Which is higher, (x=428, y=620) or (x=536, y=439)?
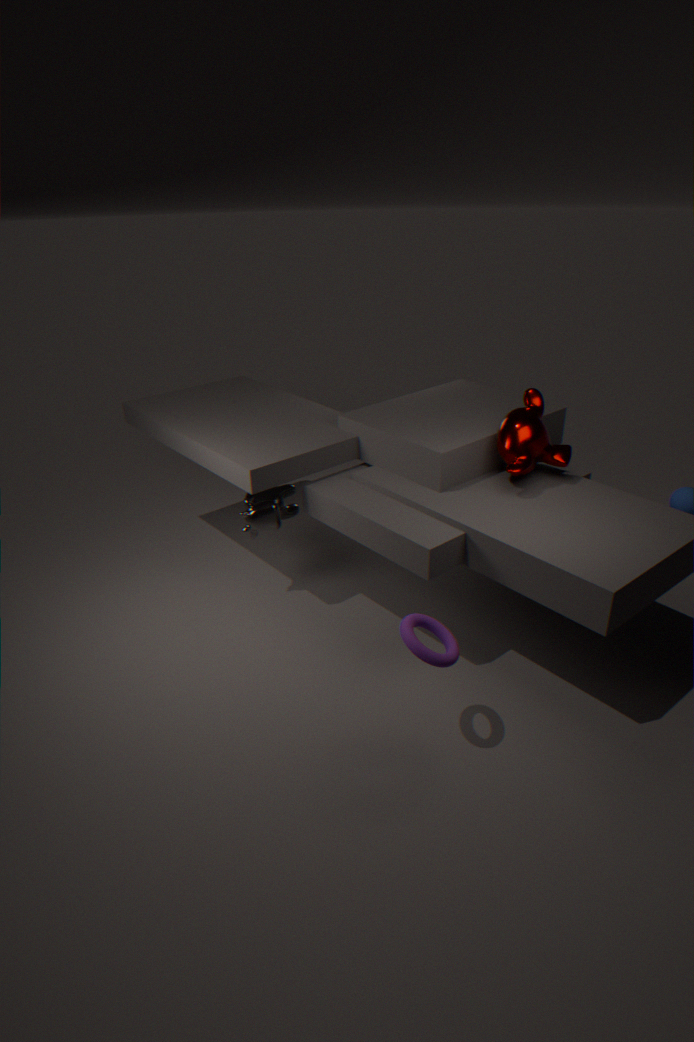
(x=536, y=439)
